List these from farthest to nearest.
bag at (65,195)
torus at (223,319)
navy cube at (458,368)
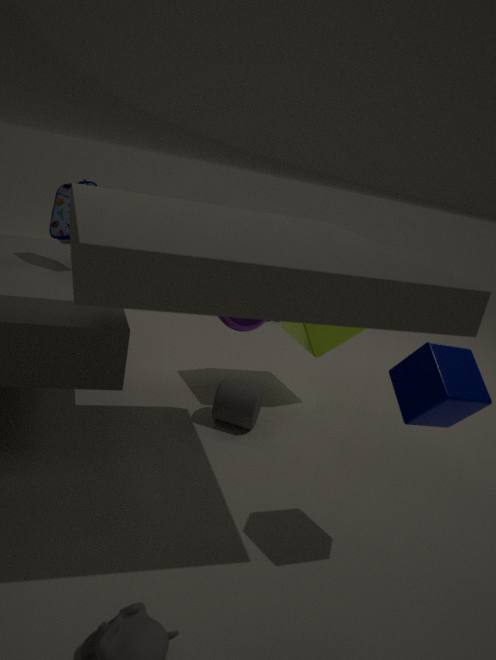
bag at (65,195) < torus at (223,319) < navy cube at (458,368)
